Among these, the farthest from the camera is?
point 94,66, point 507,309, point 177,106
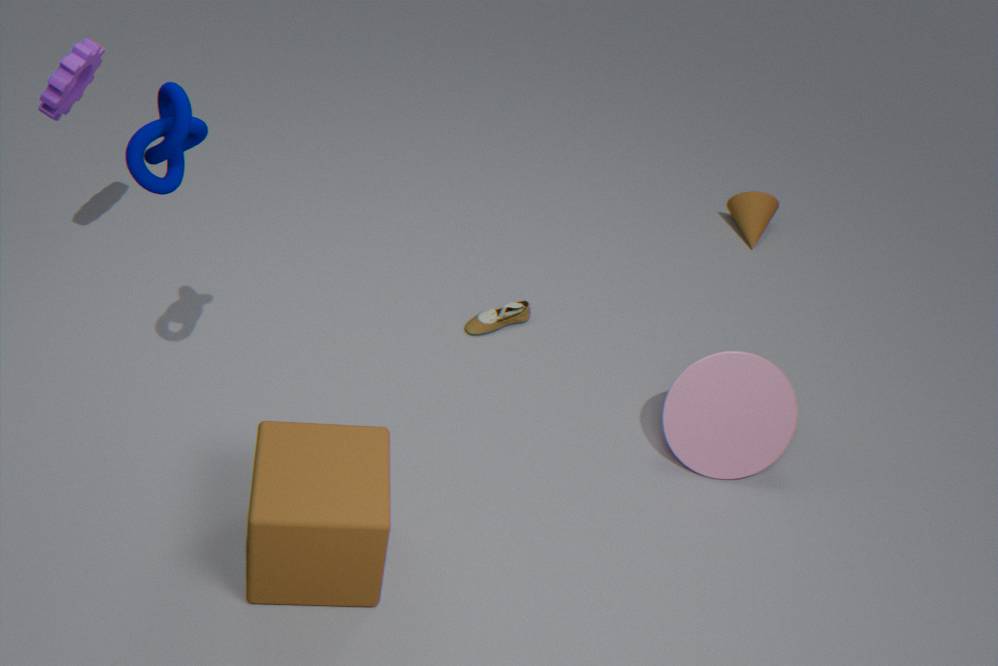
point 507,309
